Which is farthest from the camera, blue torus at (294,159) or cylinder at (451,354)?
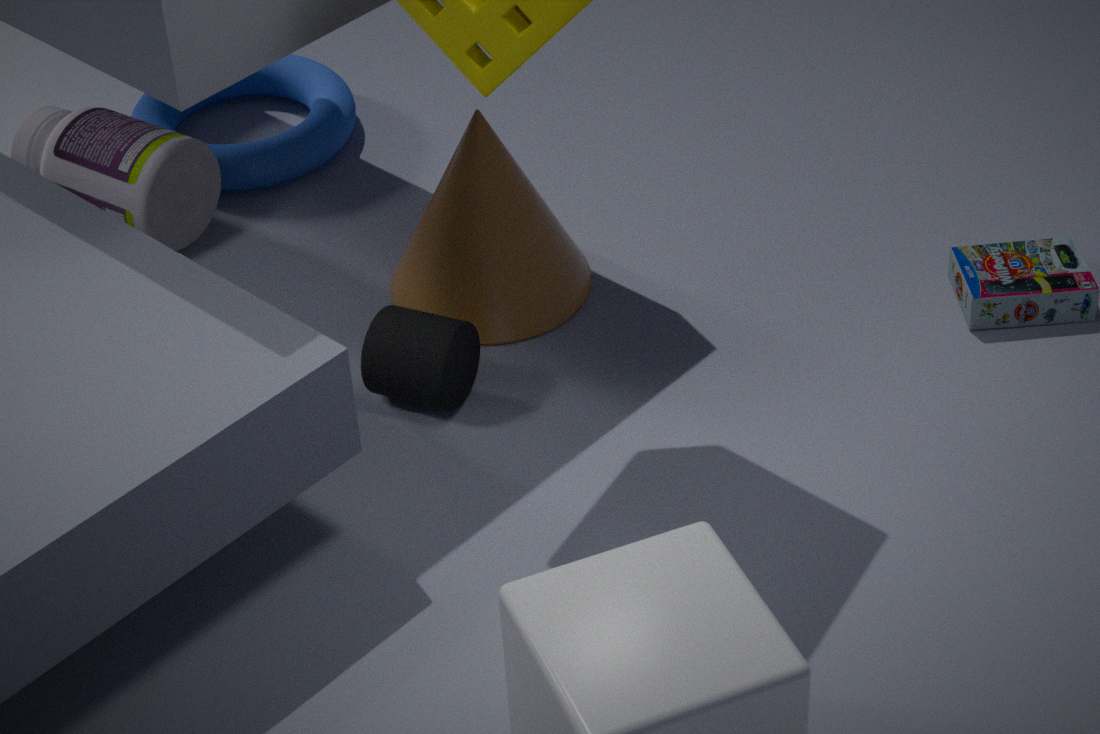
blue torus at (294,159)
